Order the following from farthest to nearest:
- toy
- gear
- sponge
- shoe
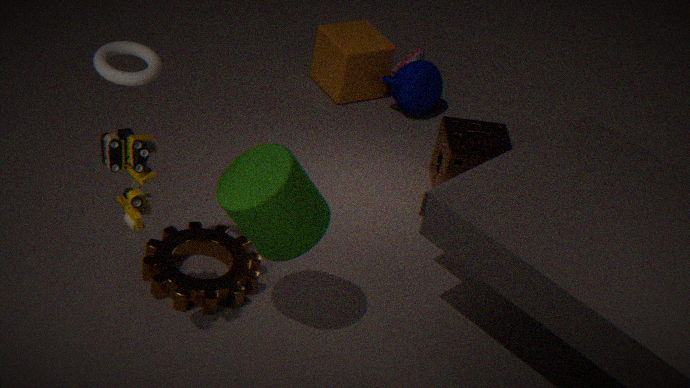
shoe < sponge < gear < toy
